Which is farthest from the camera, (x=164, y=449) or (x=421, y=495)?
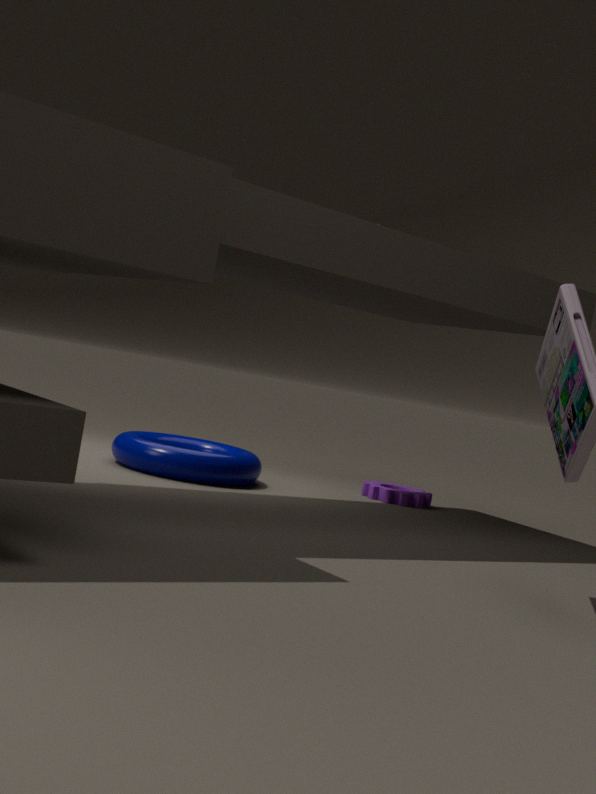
(x=421, y=495)
